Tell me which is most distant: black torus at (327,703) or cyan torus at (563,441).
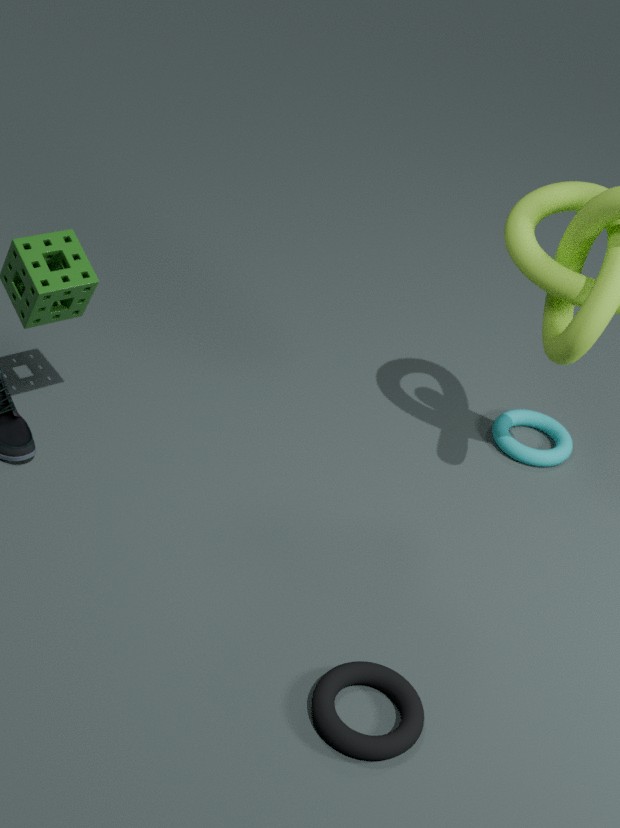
cyan torus at (563,441)
